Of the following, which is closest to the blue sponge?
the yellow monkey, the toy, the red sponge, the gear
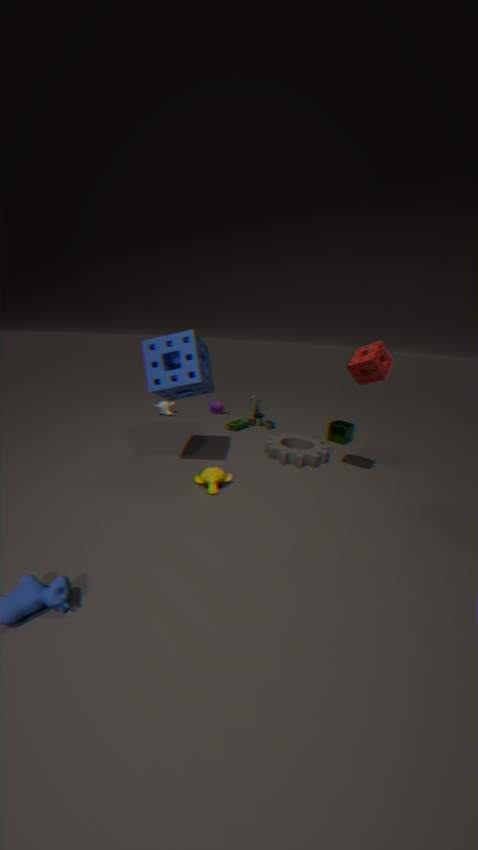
the yellow monkey
